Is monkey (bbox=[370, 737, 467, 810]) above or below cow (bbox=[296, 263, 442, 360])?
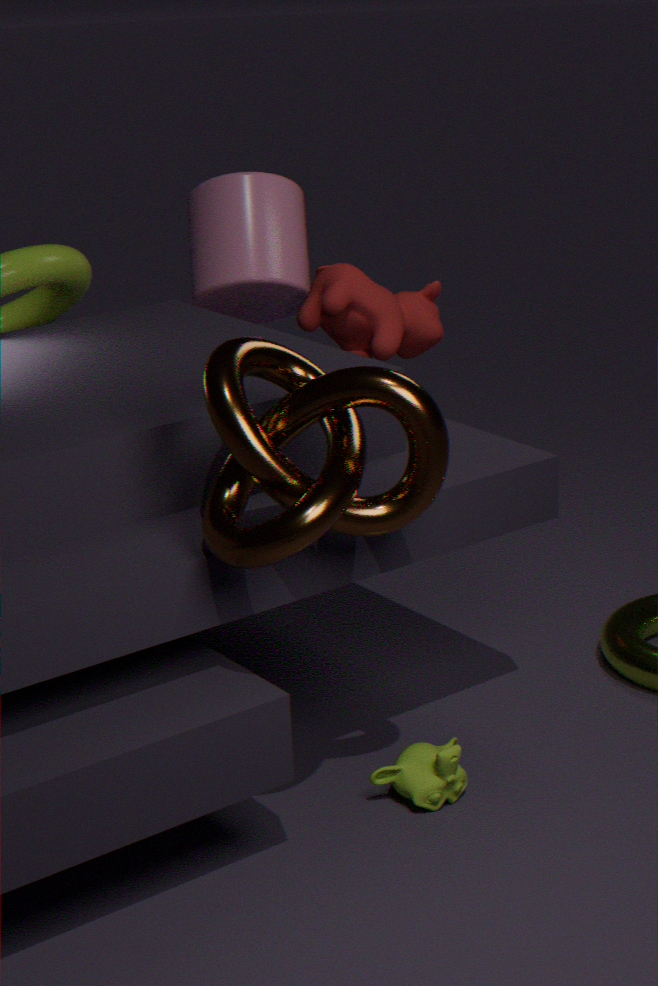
below
